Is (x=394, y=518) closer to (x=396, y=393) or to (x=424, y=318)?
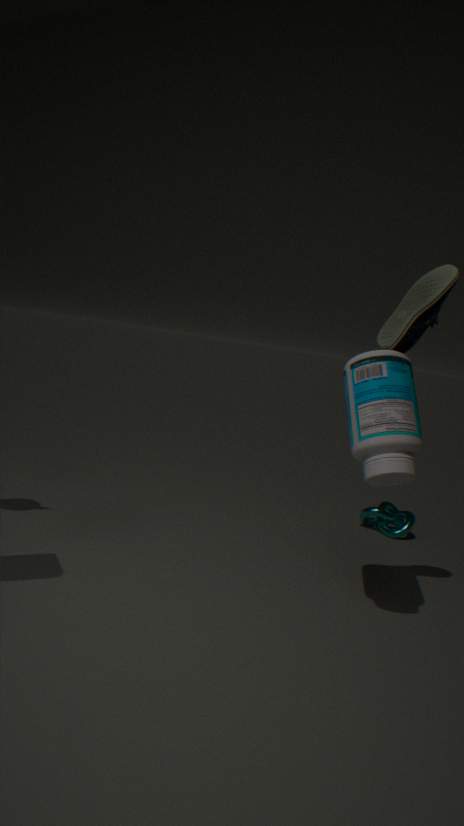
(x=396, y=393)
